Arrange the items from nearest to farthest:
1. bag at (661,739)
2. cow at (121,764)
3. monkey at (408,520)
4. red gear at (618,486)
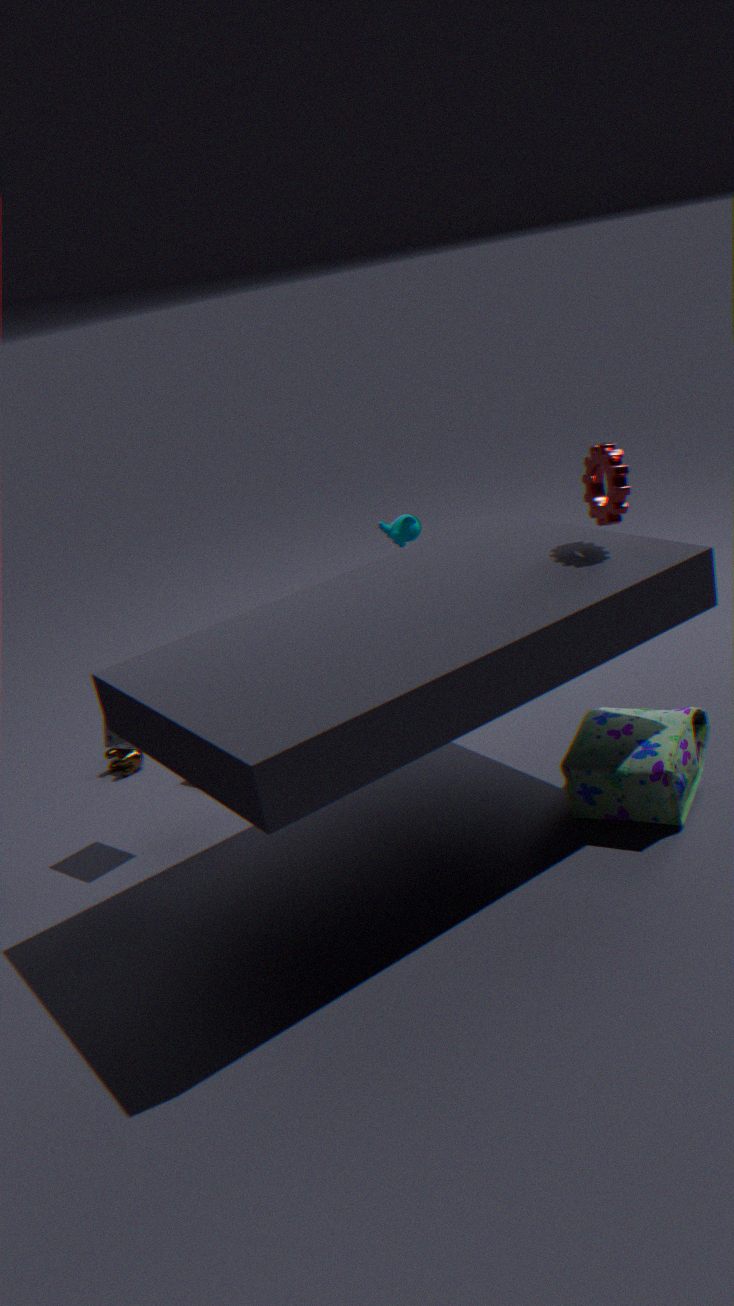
bag at (661,739)
red gear at (618,486)
cow at (121,764)
monkey at (408,520)
